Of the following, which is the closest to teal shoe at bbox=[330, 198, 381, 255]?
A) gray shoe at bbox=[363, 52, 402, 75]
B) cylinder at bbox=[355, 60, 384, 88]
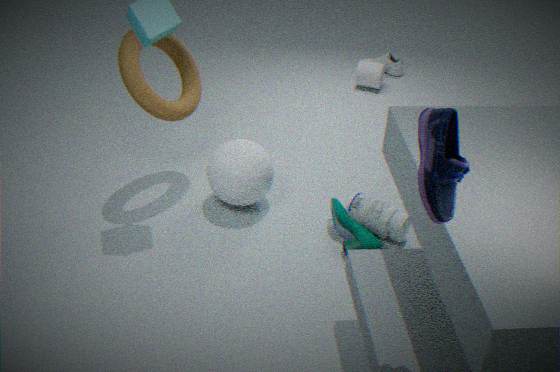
cylinder at bbox=[355, 60, 384, 88]
